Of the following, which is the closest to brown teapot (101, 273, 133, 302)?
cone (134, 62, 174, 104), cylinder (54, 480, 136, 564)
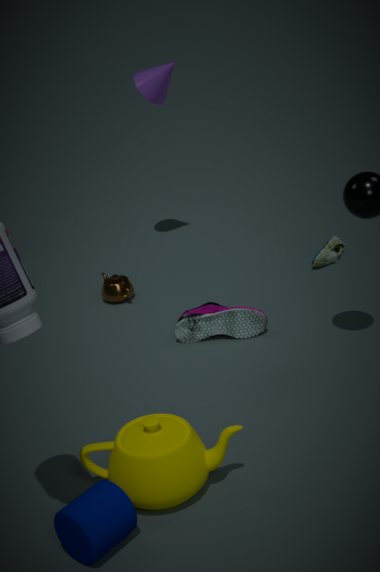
cone (134, 62, 174, 104)
